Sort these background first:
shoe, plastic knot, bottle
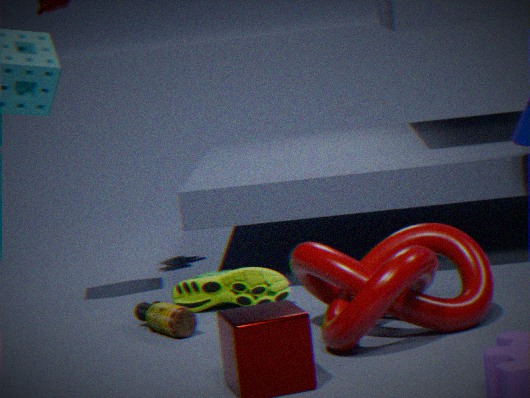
shoe < bottle < plastic knot
